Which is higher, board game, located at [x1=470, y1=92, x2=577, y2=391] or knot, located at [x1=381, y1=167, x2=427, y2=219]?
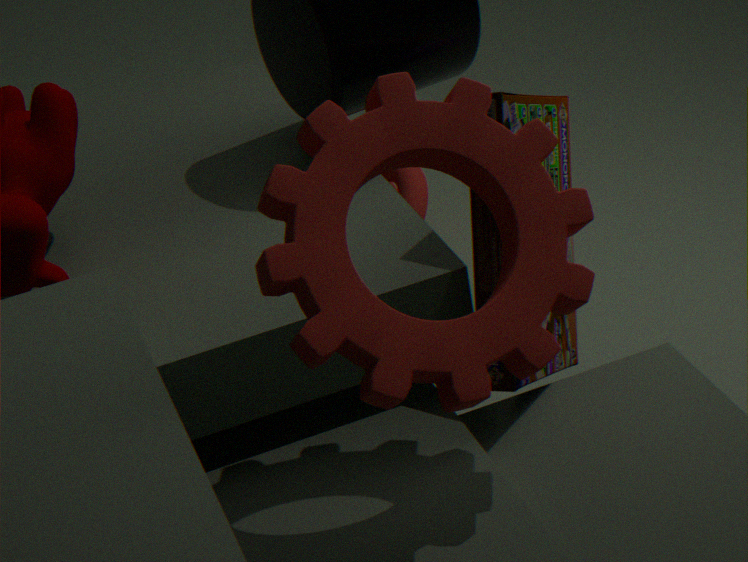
board game, located at [x1=470, y1=92, x2=577, y2=391]
